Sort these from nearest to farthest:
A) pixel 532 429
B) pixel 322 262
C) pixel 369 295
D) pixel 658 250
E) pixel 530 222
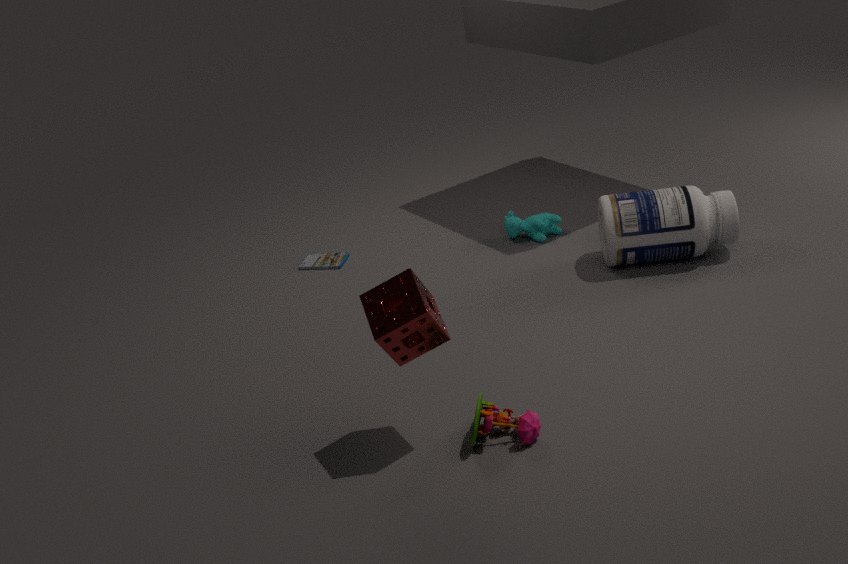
C. pixel 369 295 < A. pixel 532 429 < D. pixel 658 250 < E. pixel 530 222 < B. pixel 322 262
